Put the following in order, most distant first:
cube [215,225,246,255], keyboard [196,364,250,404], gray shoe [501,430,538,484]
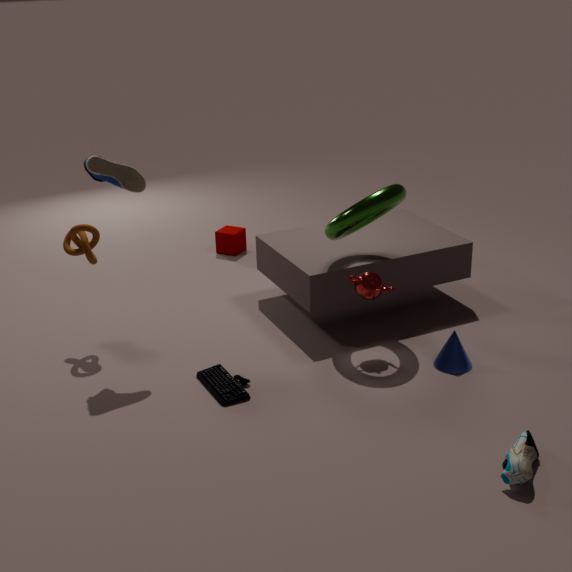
cube [215,225,246,255]
keyboard [196,364,250,404]
gray shoe [501,430,538,484]
